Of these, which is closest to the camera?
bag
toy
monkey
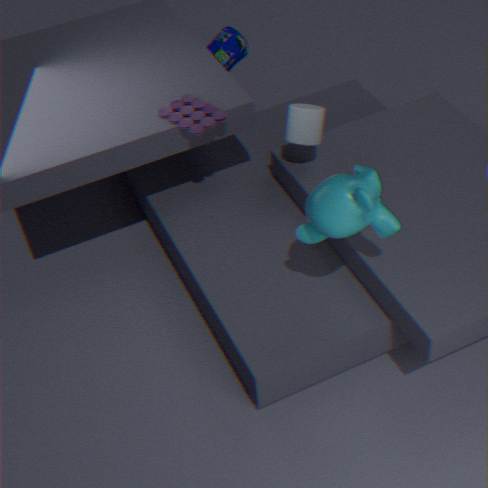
monkey
